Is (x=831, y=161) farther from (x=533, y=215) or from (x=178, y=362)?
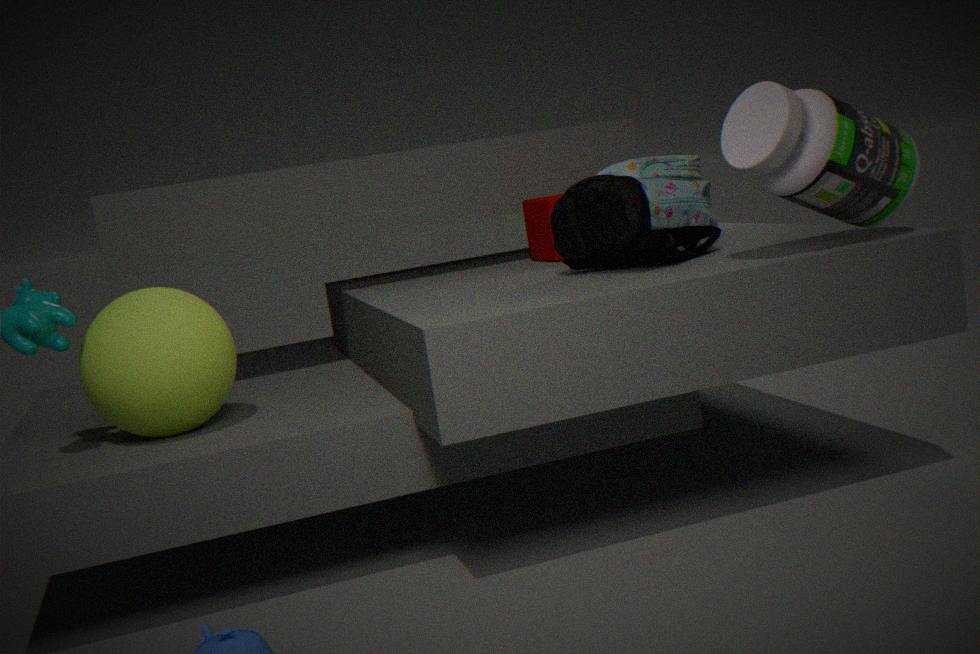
(x=178, y=362)
